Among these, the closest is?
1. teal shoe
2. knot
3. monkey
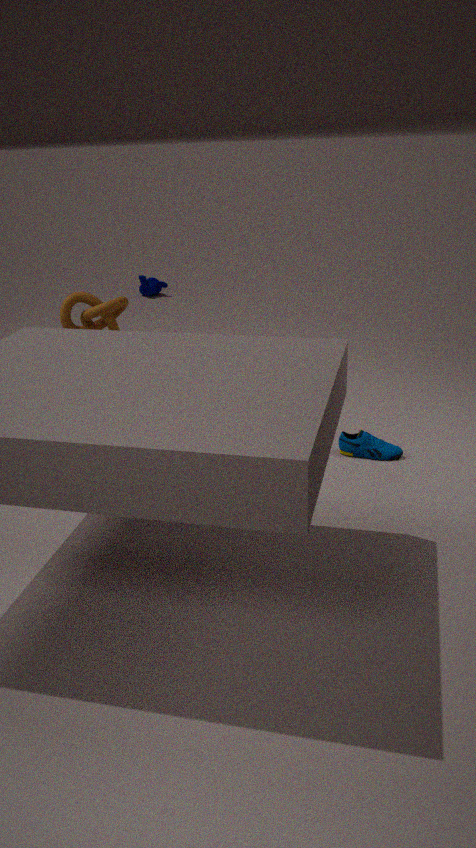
teal shoe
